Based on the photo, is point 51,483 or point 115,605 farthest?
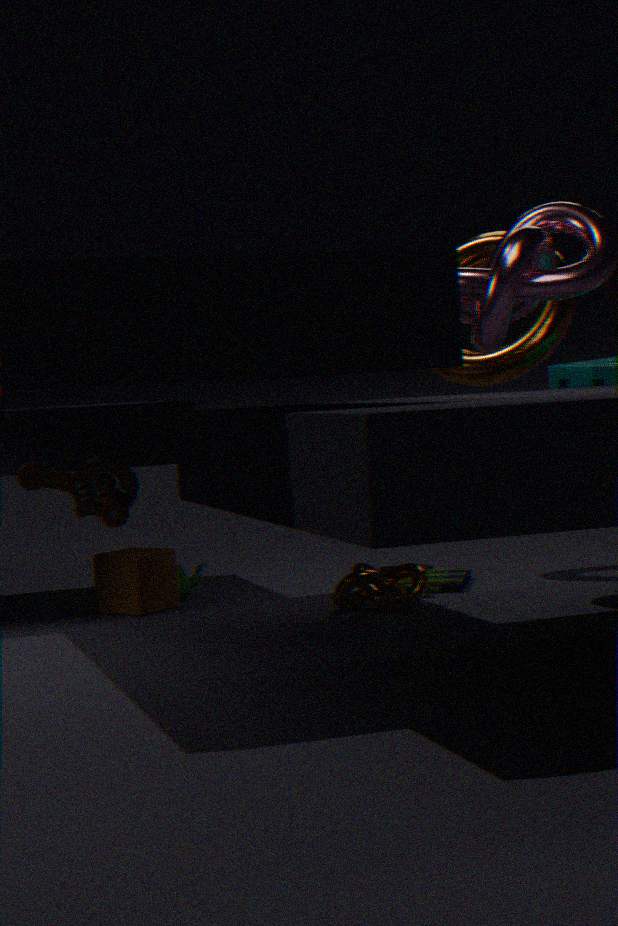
point 115,605
